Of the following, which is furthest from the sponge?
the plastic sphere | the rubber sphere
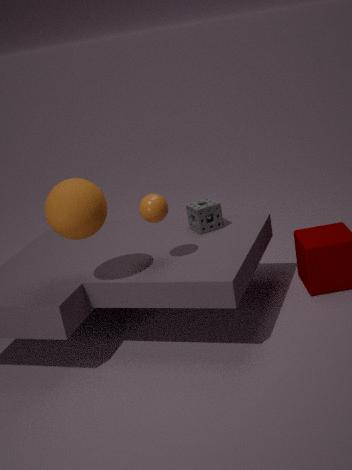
the rubber sphere
